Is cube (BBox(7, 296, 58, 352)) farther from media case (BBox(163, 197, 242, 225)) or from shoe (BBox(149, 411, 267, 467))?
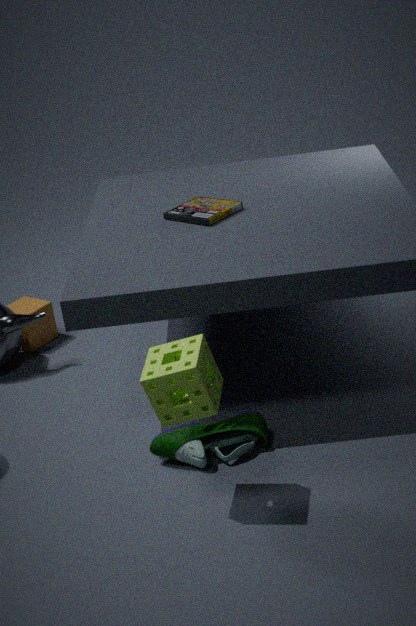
shoe (BBox(149, 411, 267, 467))
